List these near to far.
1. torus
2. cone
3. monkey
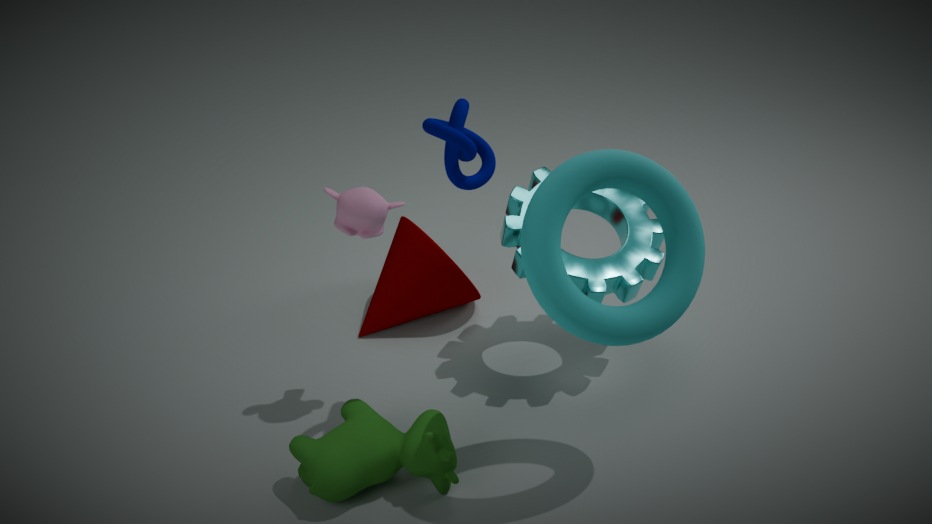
torus
monkey
cone
